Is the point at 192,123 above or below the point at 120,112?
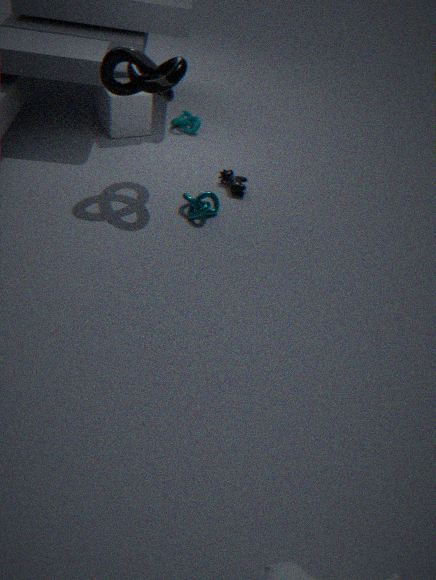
below
